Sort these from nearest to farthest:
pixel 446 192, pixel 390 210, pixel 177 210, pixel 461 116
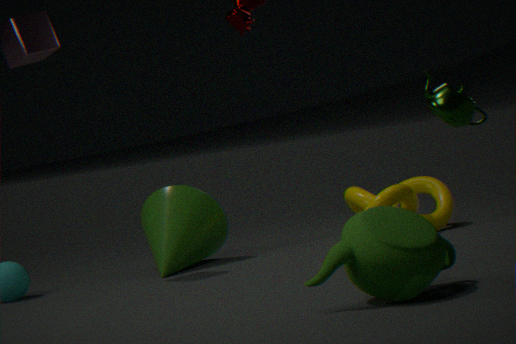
pixel 390 210 → pixel 461 116 → pixel 177 210 → pixel 446 192
